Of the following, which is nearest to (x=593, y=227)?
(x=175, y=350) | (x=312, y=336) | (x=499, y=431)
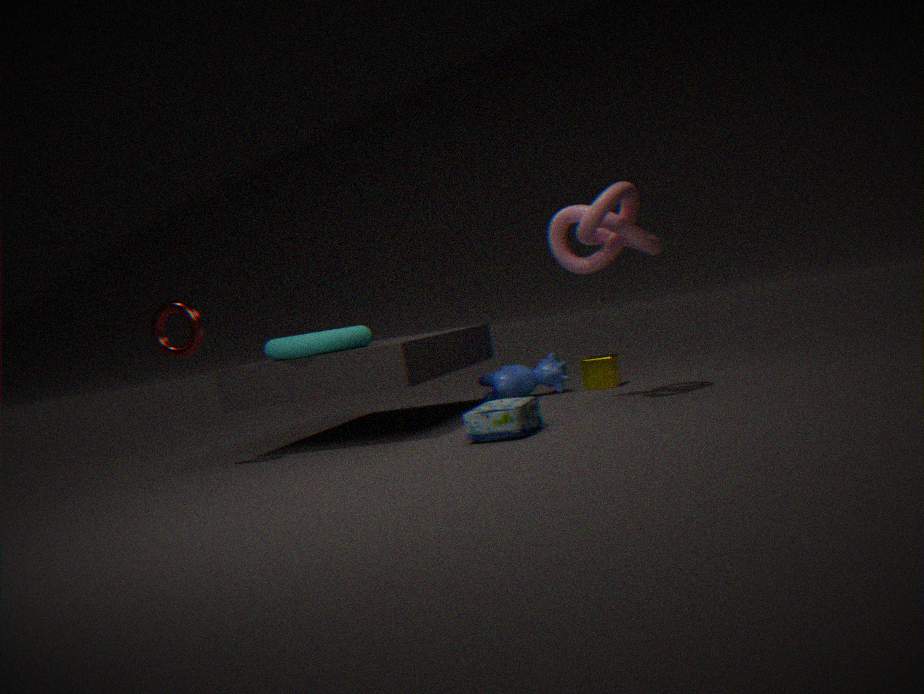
(x=499, y=431)
